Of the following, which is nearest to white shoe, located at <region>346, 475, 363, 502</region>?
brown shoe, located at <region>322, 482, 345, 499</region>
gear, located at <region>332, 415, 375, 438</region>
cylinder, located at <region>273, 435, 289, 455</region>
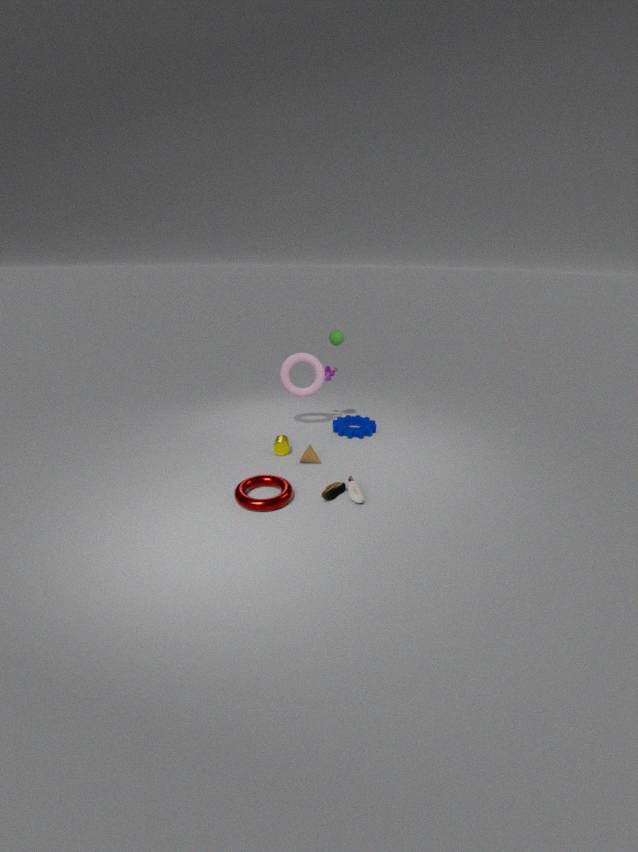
brown shoe, located at <region>322, 482, 345, 499</region>
